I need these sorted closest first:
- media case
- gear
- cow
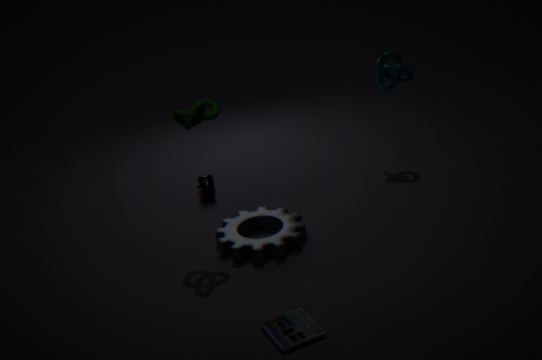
media case → gear → cow
